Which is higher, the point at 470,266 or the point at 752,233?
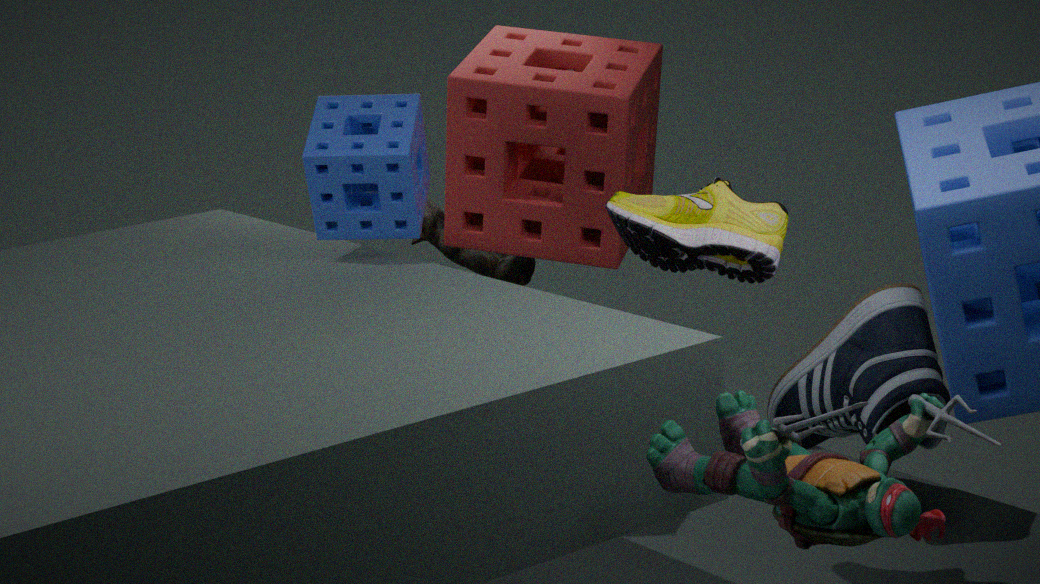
the point at 752,233
